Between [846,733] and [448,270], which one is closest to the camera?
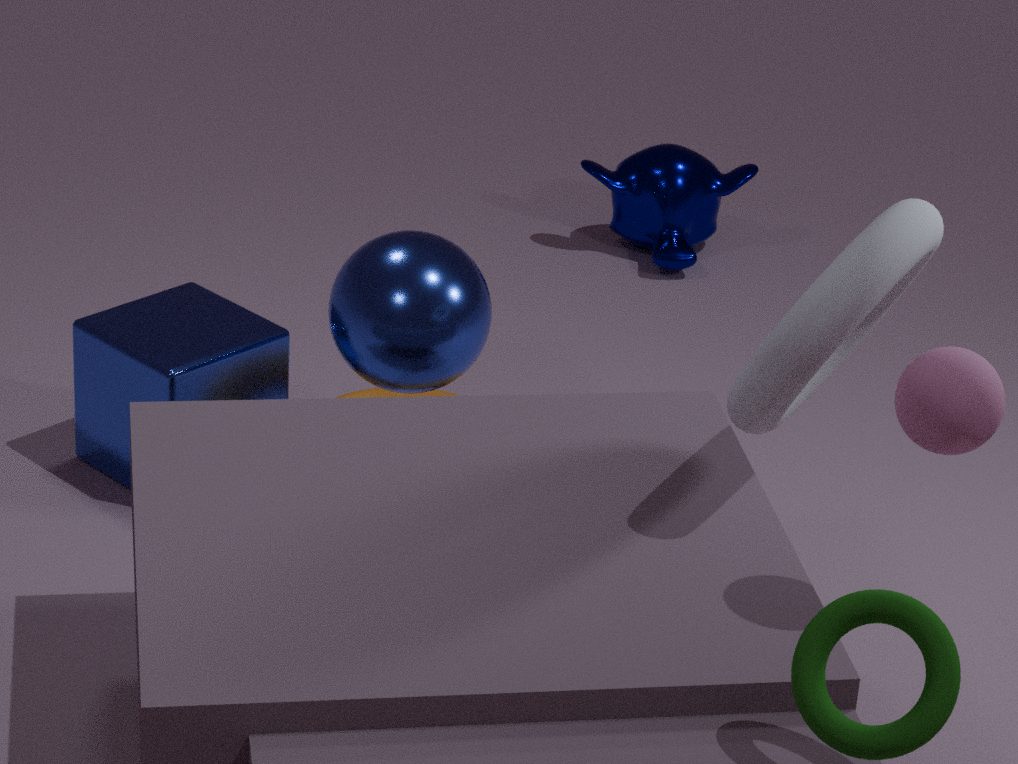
[846,733]
